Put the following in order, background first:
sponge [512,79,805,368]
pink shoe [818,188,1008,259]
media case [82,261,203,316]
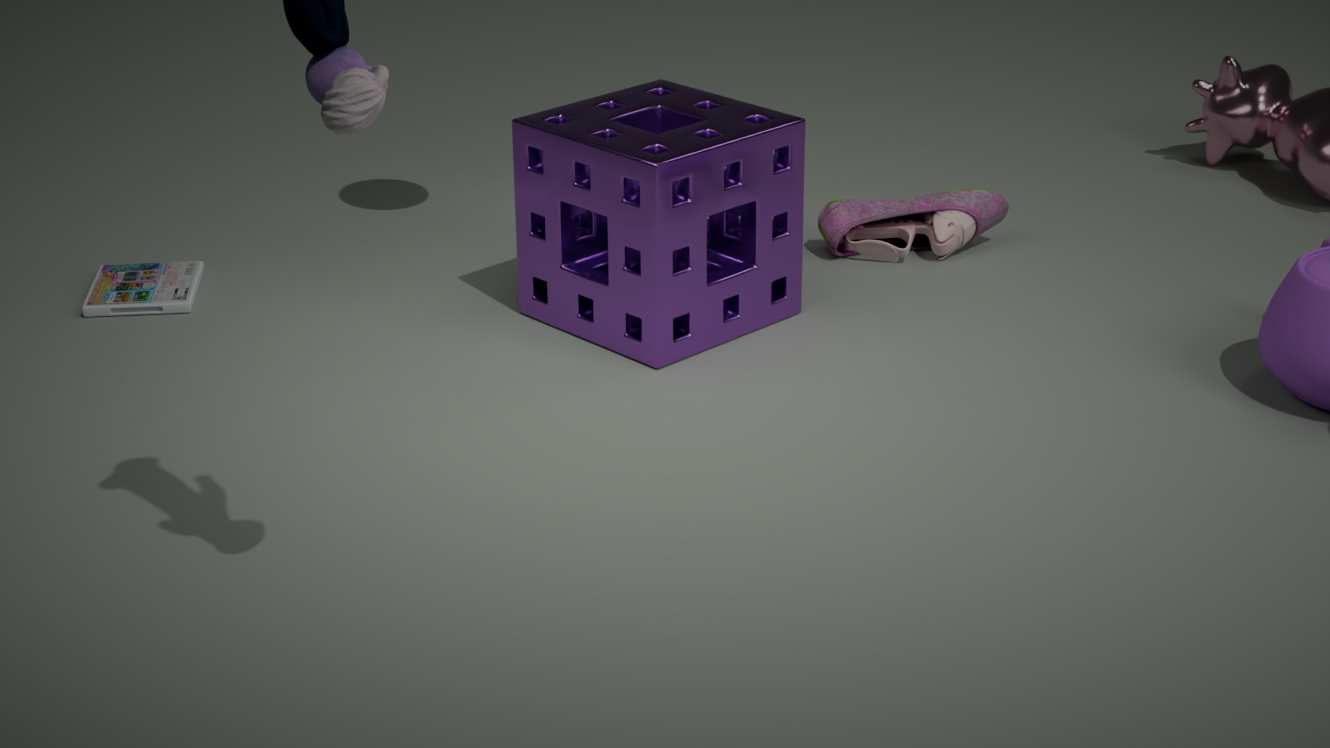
pink shoe [818,188,1008,259] → media case [82,261,203,316] → sponge [512,79,805,368]
